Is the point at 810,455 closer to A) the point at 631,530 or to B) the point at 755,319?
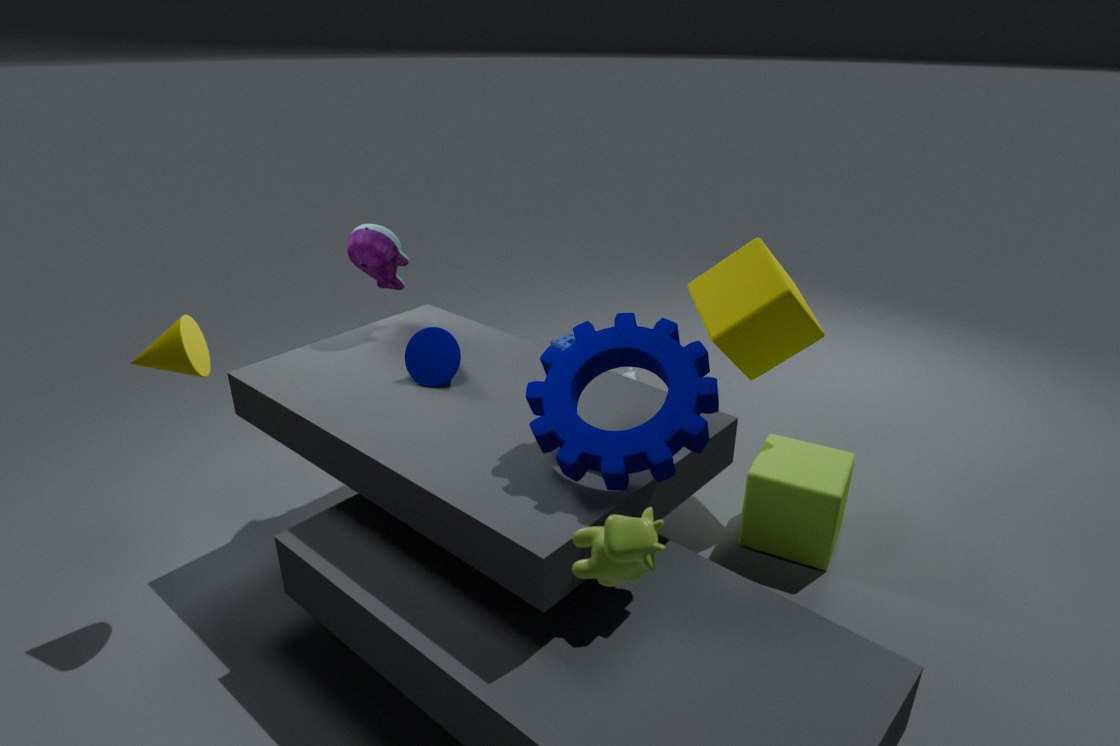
B) the point at 755,319
